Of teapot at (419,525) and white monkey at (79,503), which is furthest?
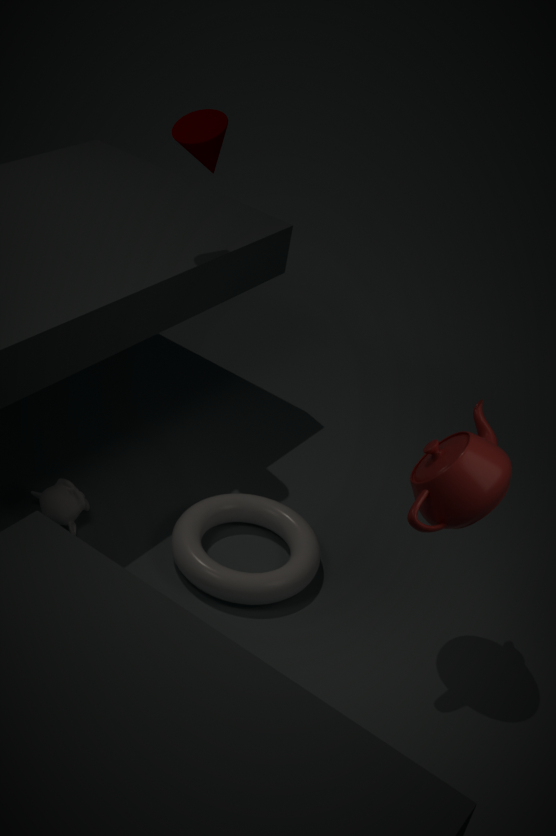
white monkey at (79,503)
